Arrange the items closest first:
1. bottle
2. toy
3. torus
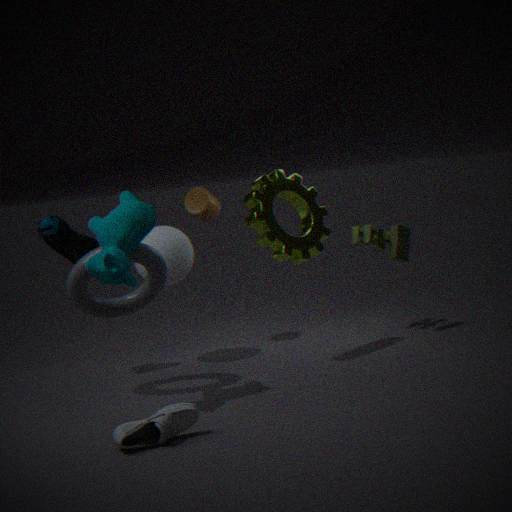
bottle, torus, toy
